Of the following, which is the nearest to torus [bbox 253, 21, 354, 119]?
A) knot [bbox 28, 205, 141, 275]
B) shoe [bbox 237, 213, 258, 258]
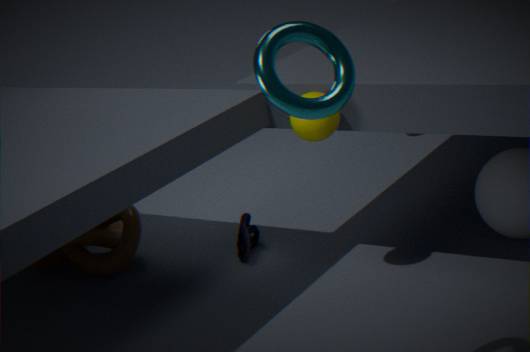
shoe [bbox 237, 213, 258, 258]
